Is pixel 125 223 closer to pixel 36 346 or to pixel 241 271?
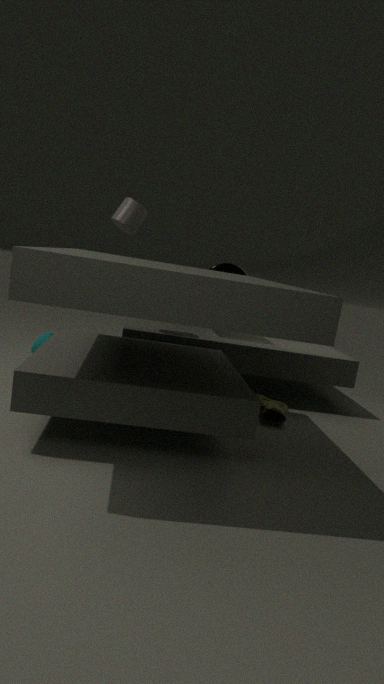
pixel 241 271
